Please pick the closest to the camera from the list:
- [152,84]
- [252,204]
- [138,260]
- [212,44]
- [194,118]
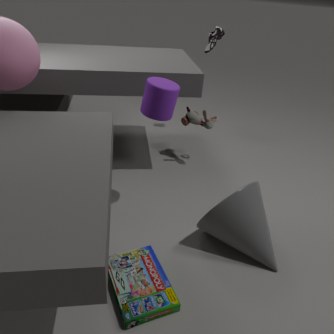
[152,84]
